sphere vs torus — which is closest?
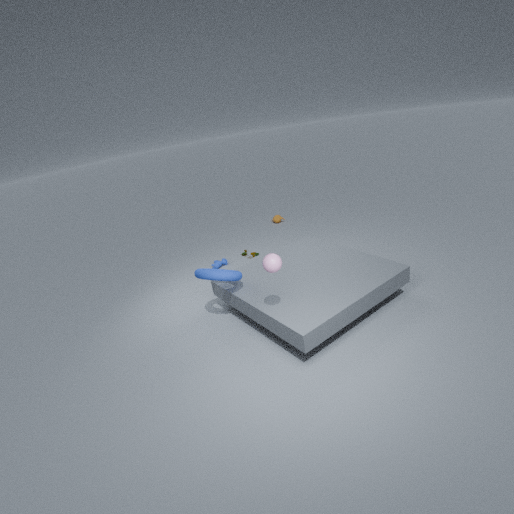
sphere
